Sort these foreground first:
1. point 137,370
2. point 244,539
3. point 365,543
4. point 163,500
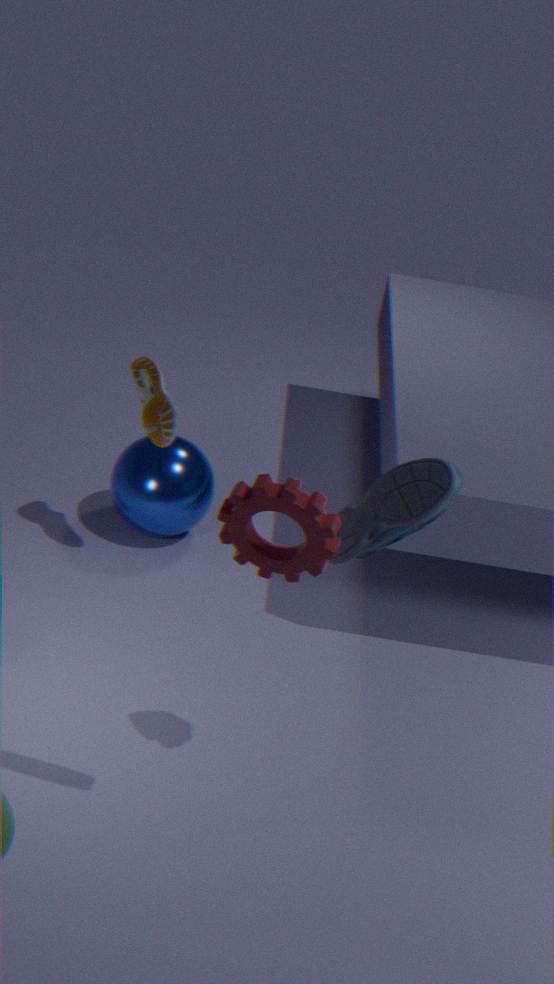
point 244,539 < point 365,543 < point 137,370 < point 163,500
